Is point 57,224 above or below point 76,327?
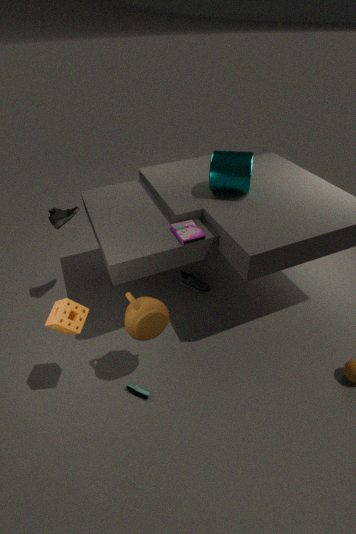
above
